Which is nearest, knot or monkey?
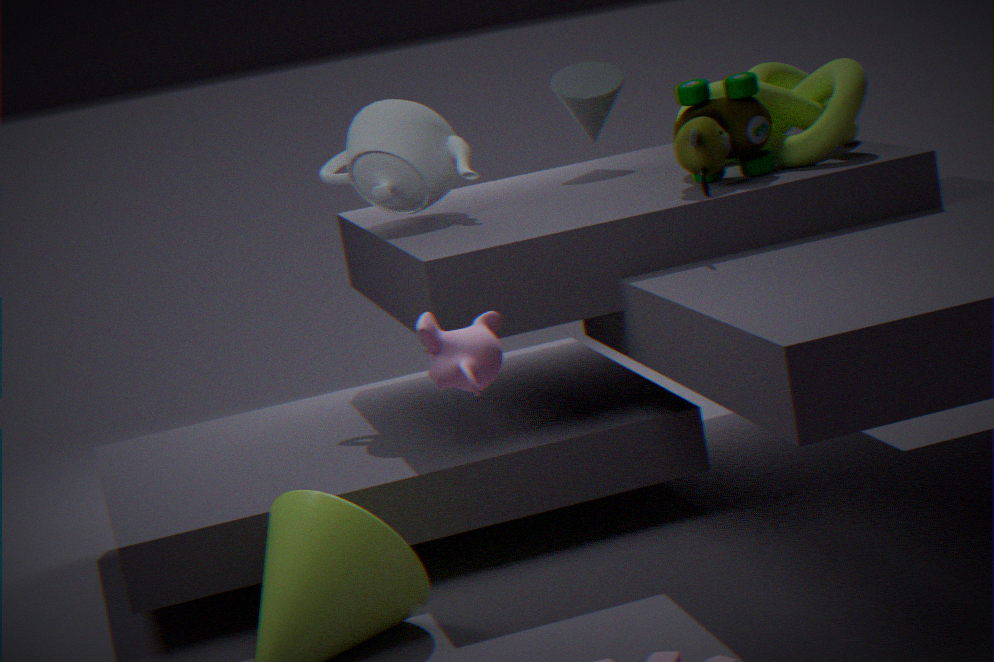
monkey
